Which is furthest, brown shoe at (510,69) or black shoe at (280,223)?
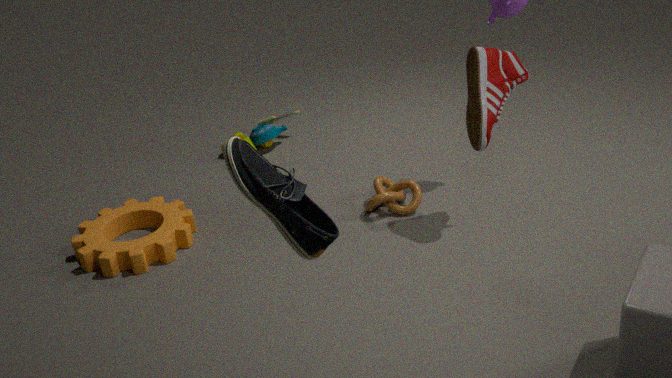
brown shoe at (510,69)
